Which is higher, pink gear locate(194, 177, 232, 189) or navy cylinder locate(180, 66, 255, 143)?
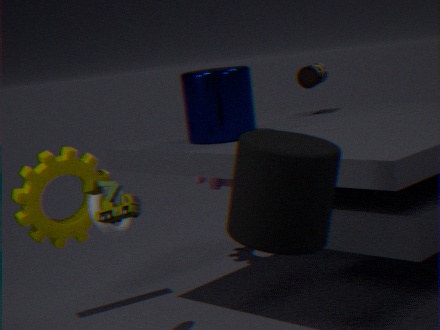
navy cylinder locate(180, 66, 255, 143)
